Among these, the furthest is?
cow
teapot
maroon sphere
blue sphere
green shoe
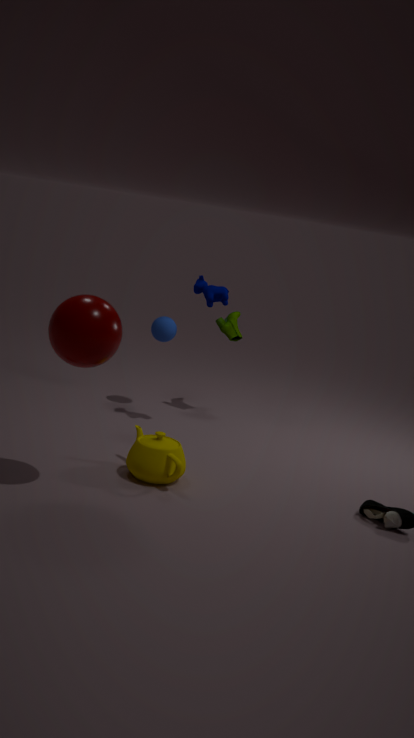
green shoe
